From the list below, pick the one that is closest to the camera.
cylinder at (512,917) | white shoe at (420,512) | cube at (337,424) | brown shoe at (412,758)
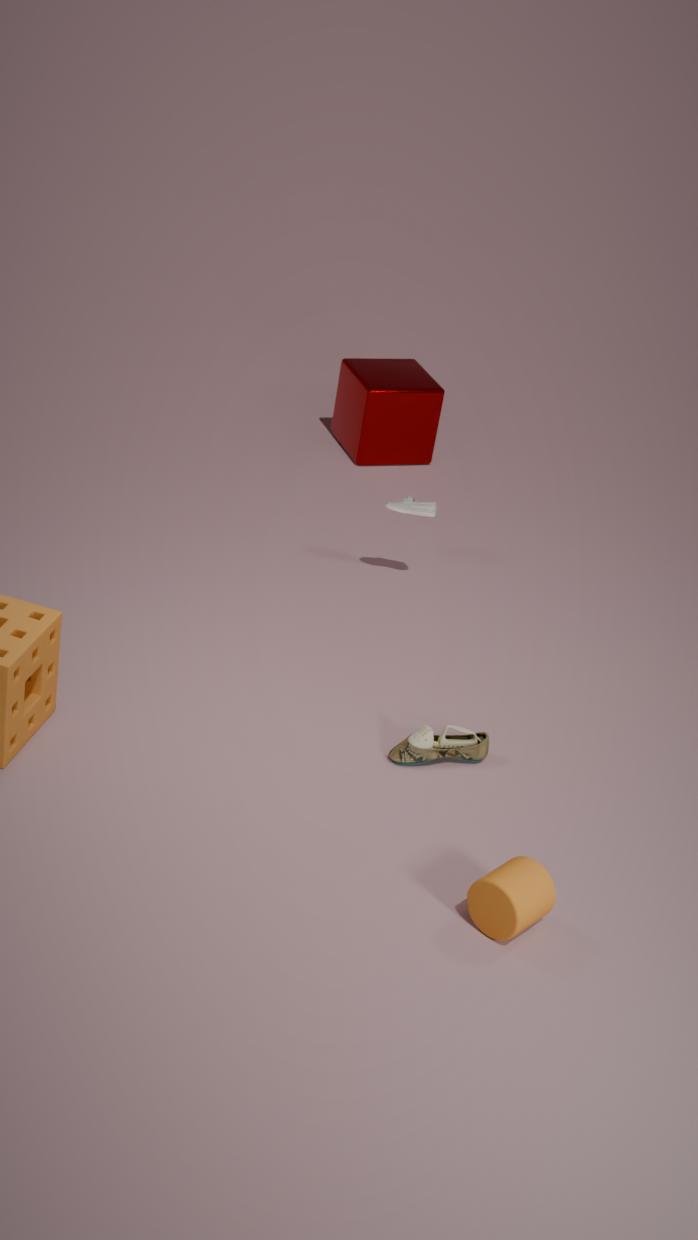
cylinder at (512,917)
